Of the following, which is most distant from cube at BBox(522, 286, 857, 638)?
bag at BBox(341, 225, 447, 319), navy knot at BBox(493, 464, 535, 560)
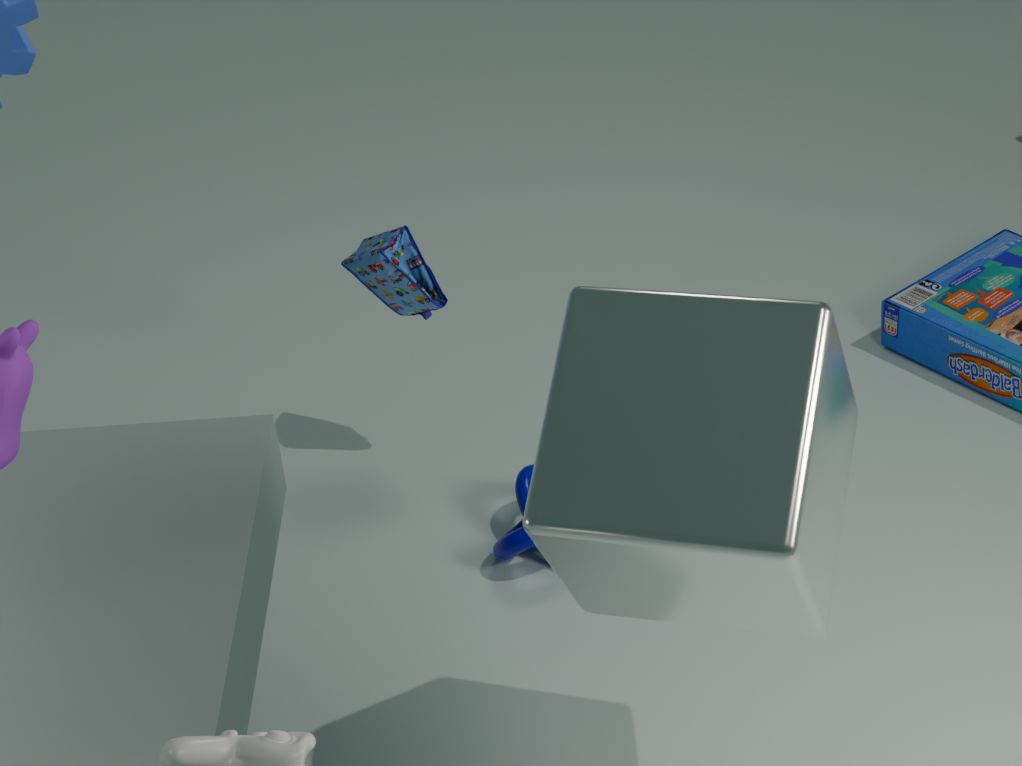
bag at BBox(341, 225, 447, 319)
